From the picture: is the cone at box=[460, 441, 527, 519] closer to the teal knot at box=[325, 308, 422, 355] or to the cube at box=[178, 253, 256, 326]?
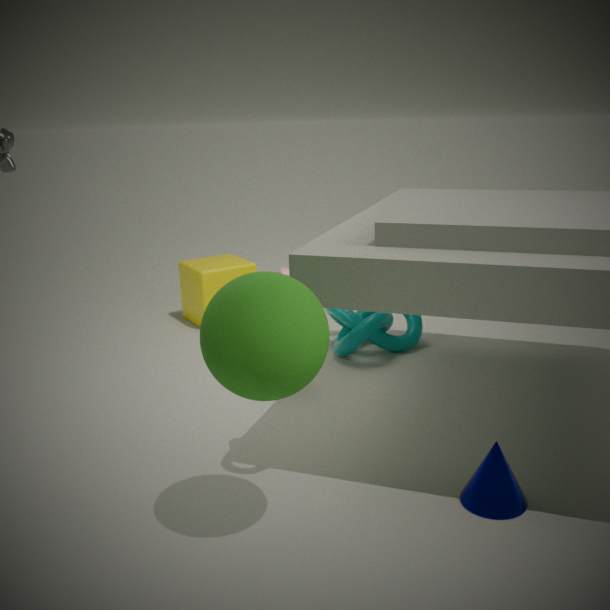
the teal knot at box=[325, 308, 422, 355]
